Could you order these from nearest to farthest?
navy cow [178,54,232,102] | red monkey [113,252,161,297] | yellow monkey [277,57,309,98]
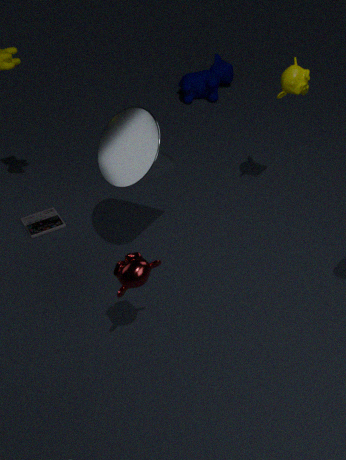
red monkey [113,252,161,297], yellow monkey [277,57,309,98], navy cow [178,54,232,102]
